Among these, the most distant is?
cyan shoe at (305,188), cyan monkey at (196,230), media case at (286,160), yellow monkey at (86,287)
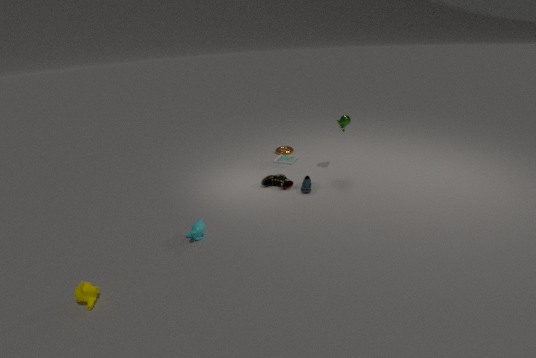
media case at (286,160)
